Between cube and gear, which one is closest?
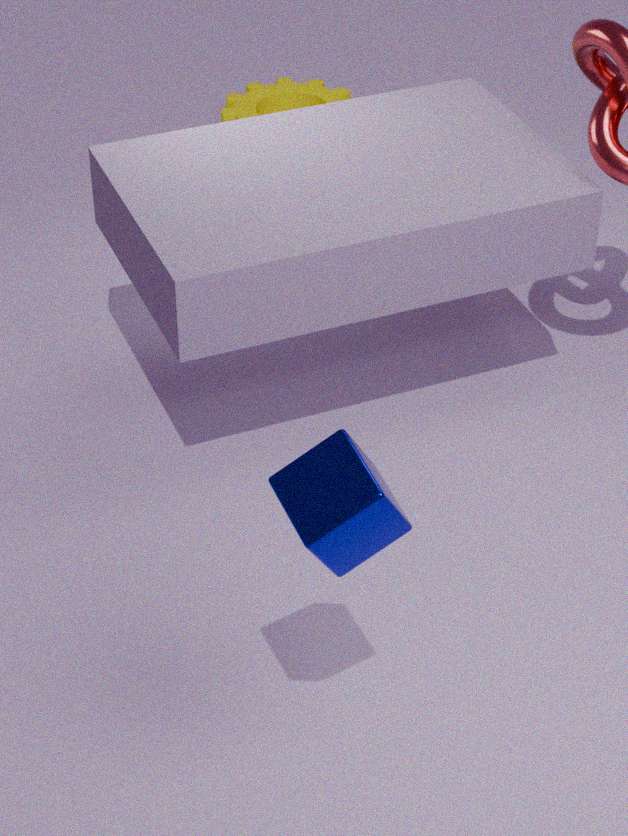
cube
